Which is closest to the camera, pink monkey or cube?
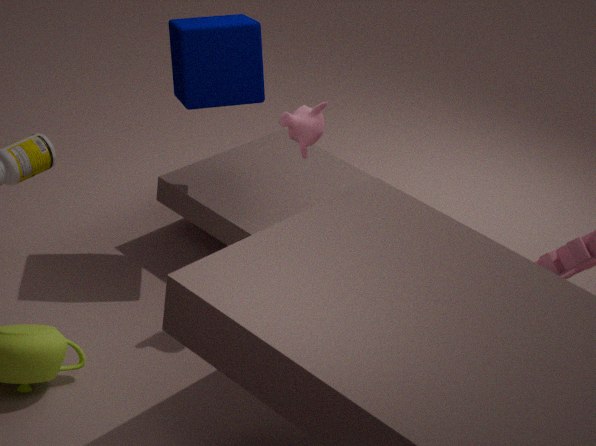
pink monkey
